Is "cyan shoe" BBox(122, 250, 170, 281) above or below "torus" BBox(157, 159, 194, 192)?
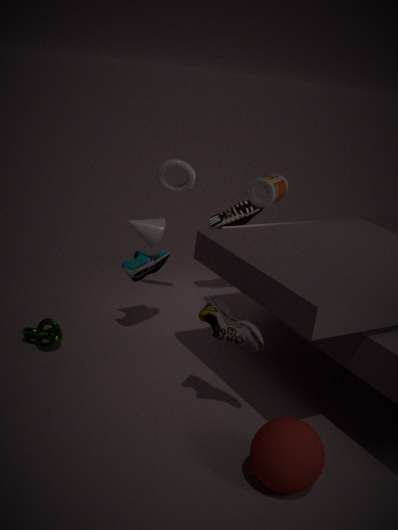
below
